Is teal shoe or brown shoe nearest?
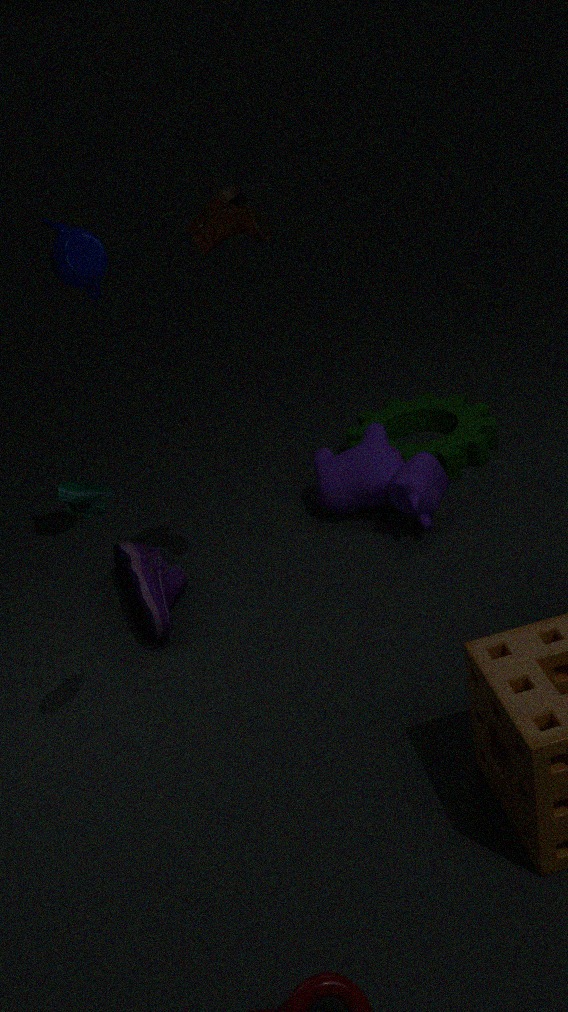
teal shoe
